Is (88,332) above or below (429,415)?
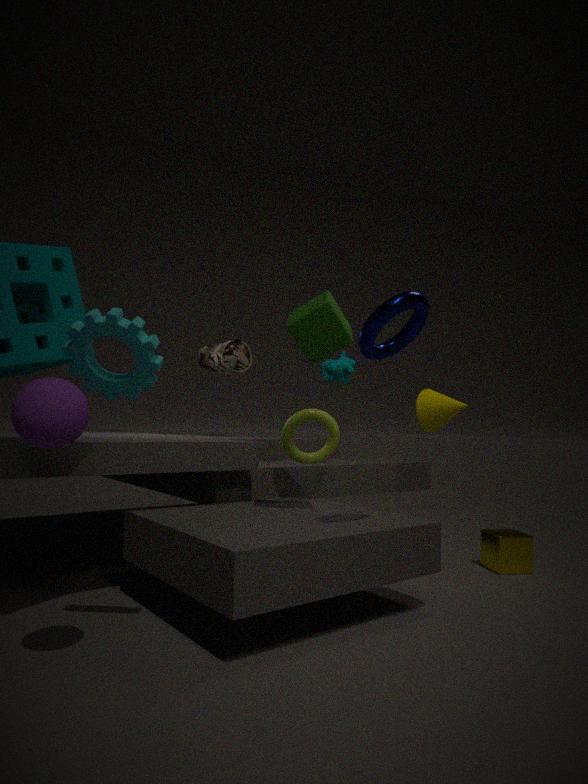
above
